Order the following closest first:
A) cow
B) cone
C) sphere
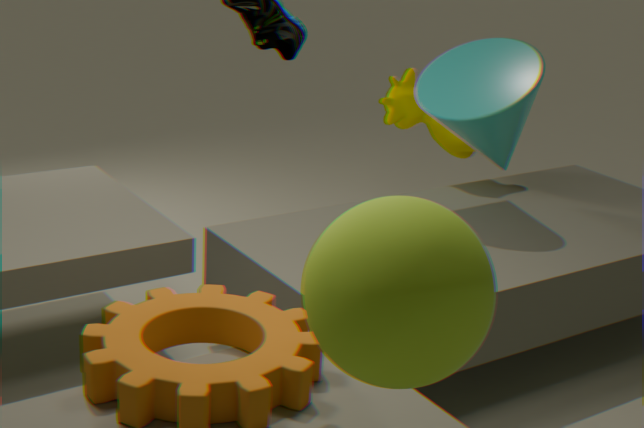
sphere
cone
cow
